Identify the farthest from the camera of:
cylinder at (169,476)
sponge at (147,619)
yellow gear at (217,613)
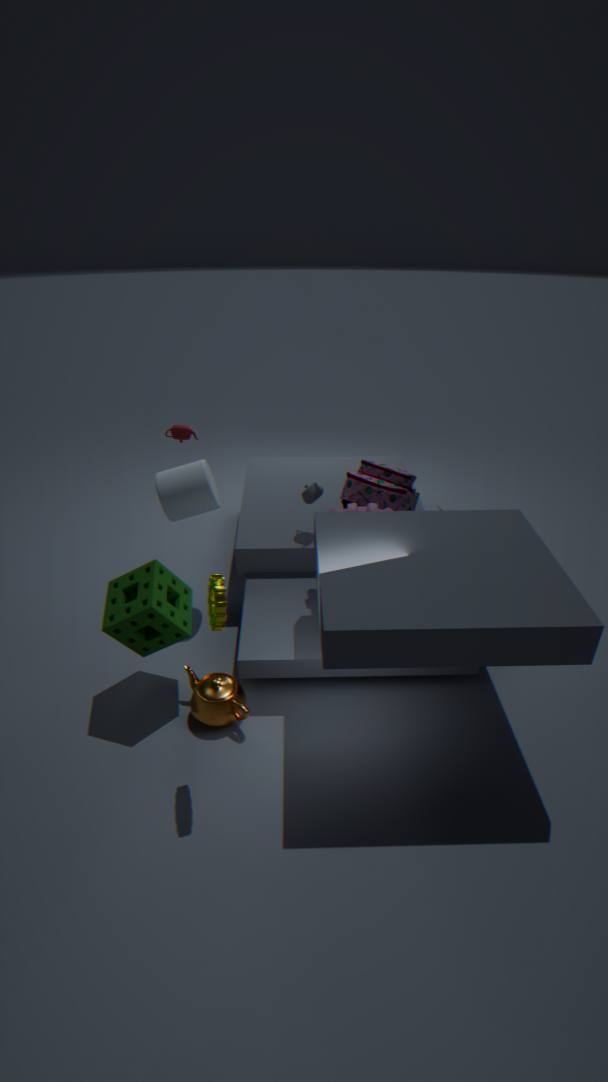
cylinder at (169,476)
